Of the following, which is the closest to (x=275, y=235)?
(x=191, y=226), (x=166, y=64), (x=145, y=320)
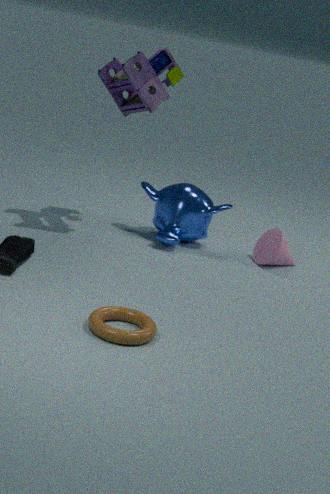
(x=191, y=226)
